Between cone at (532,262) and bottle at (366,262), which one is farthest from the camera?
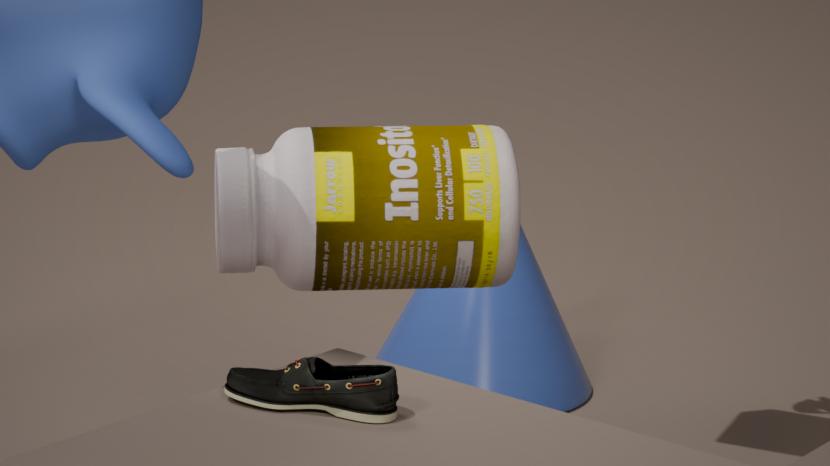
cone at (532,262)
